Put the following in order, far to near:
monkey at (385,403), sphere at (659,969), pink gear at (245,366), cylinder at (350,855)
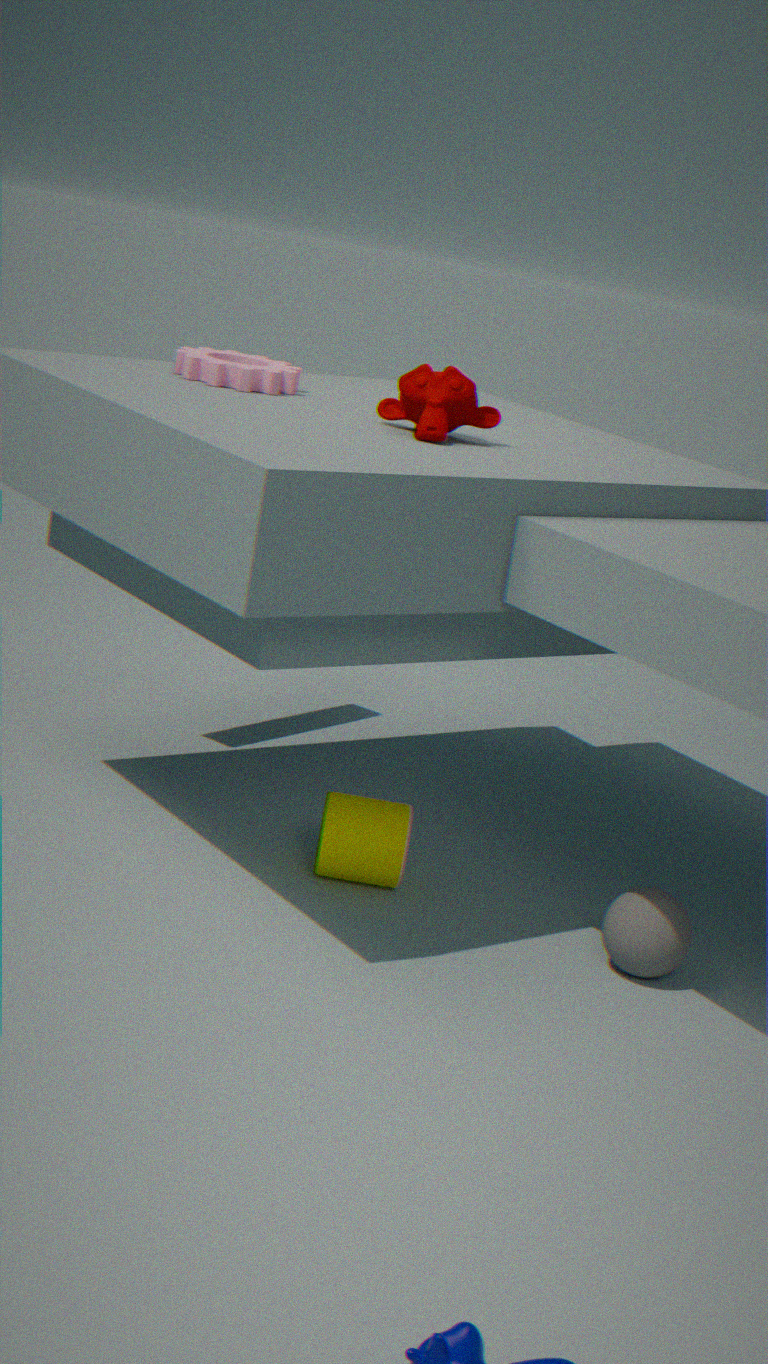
pink gear at (245,366), cylinder at (350,855), monkey at (385,403), sphere at (659,969)
